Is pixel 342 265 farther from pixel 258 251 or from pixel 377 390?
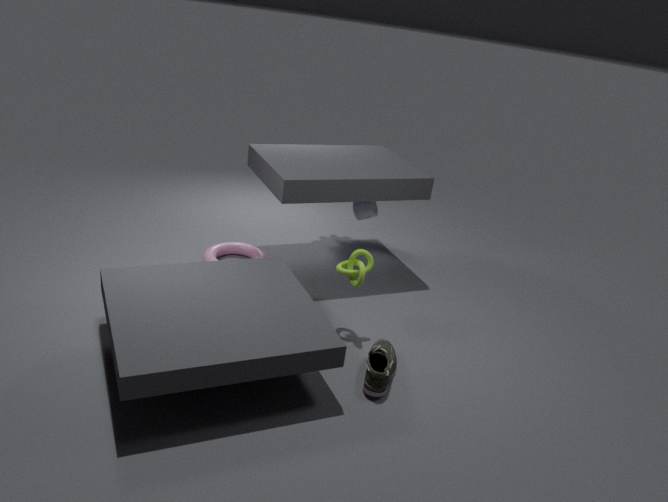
pixel 258 251
